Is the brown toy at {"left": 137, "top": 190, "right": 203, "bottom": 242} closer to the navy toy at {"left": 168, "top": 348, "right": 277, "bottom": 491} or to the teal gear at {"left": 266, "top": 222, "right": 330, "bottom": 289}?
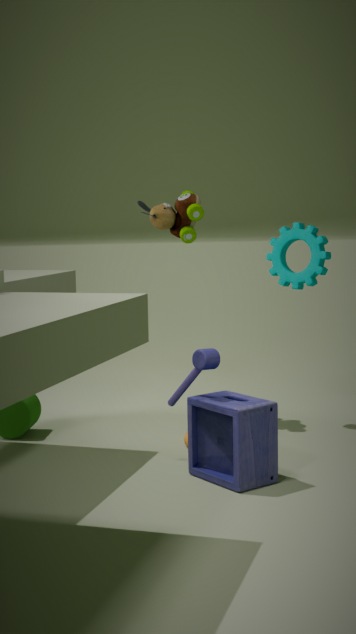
the teal gear at {"left": 266, "top": 222, "right": 330, "bottom": 289}
